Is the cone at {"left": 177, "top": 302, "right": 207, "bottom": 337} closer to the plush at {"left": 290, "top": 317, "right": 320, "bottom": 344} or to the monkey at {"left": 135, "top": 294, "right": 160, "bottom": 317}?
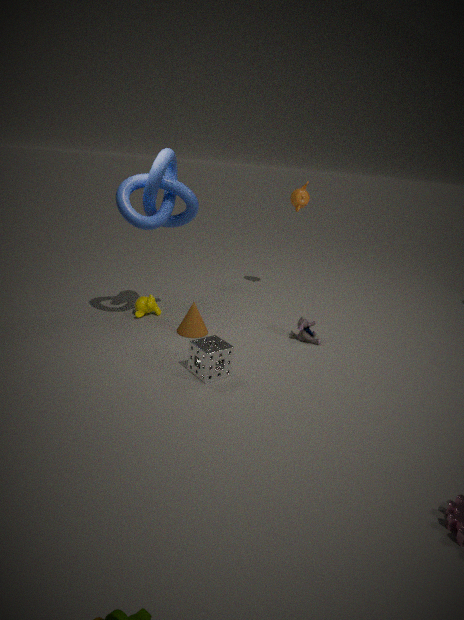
the monkey at {"left": 135, "top": 294, "right": 160, "bottom": 317}
